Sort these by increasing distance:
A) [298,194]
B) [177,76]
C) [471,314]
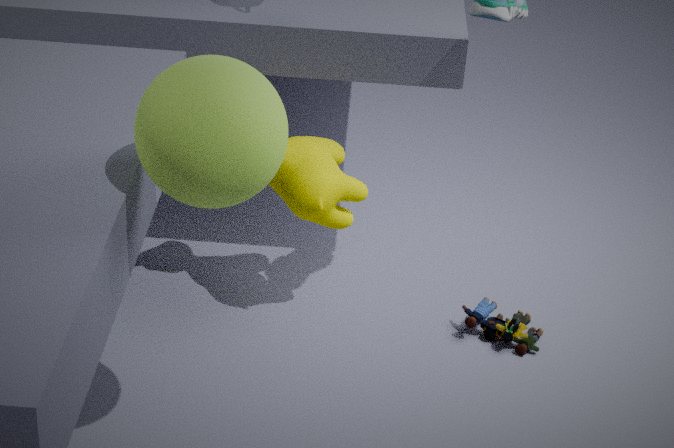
[177,76], [298,194], [471,314]
